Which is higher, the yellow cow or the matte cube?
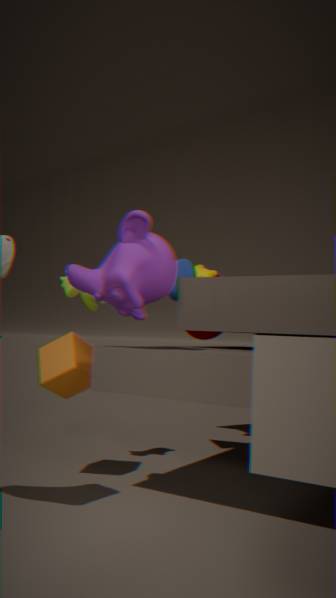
the yellow cow
